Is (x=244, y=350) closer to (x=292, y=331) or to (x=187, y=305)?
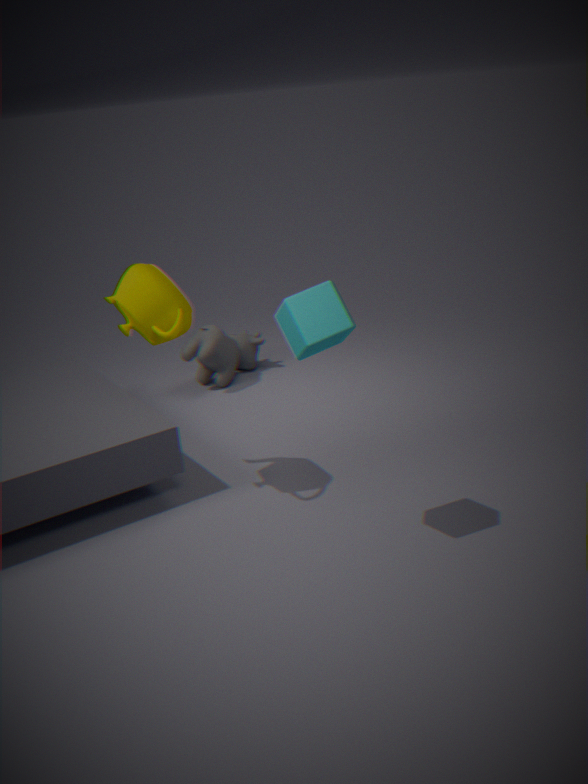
(x=187, y=305)
